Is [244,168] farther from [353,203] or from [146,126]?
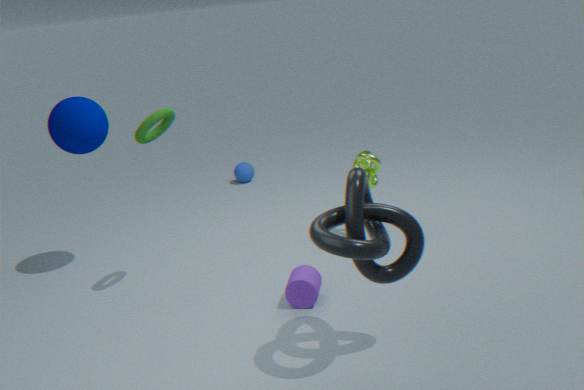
[353,203]
